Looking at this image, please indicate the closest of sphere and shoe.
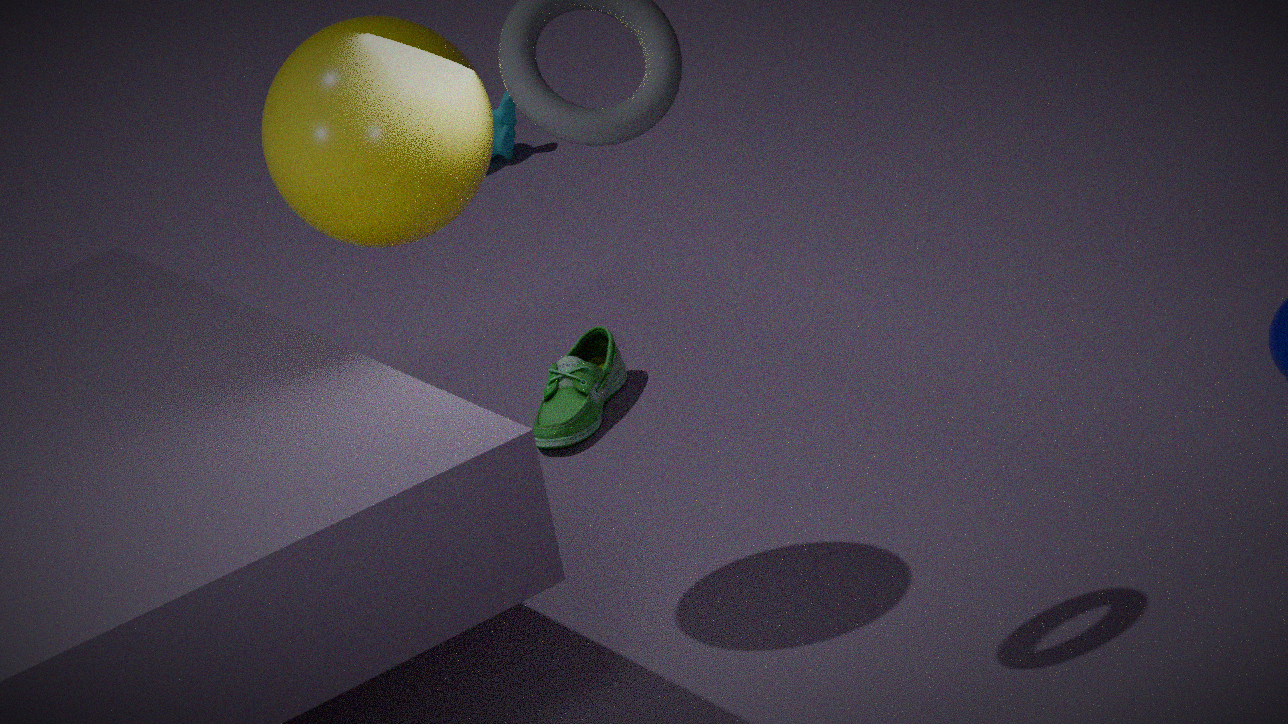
sphere
